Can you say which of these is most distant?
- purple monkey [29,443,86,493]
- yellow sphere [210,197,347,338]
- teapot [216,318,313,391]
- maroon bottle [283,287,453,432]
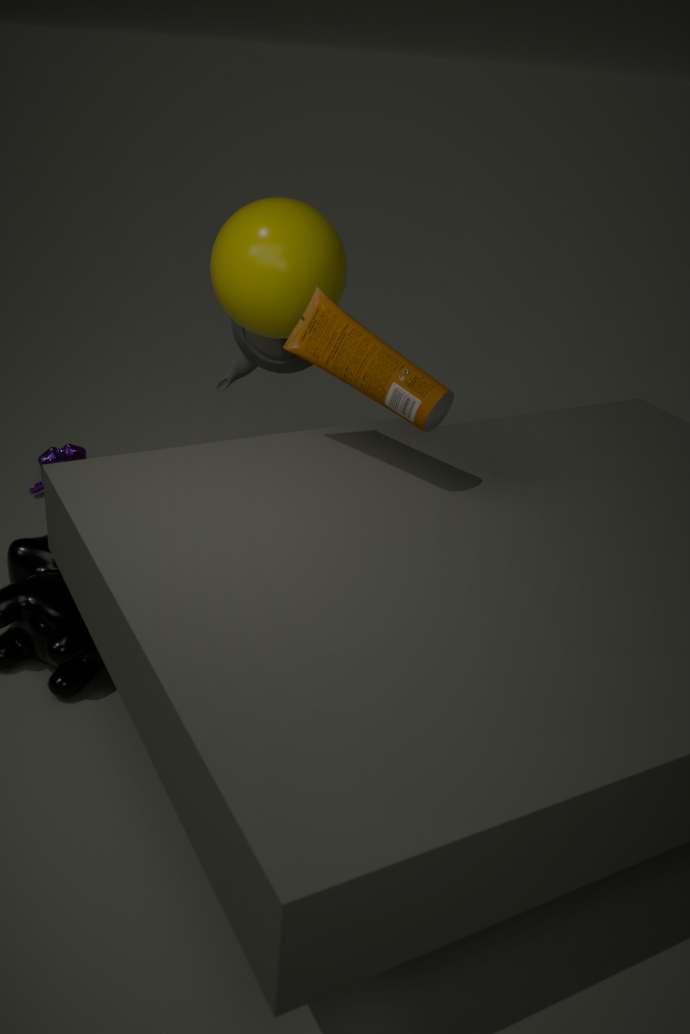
purple monkey [29,443,86,493]
